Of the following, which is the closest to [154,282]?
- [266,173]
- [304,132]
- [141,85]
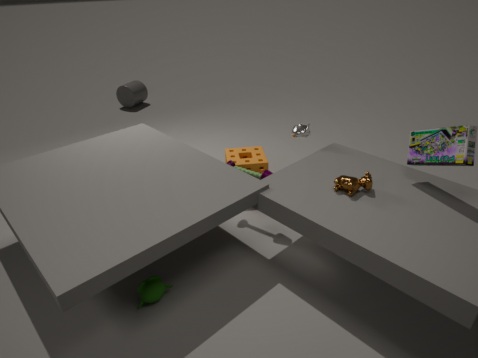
[266,173]
